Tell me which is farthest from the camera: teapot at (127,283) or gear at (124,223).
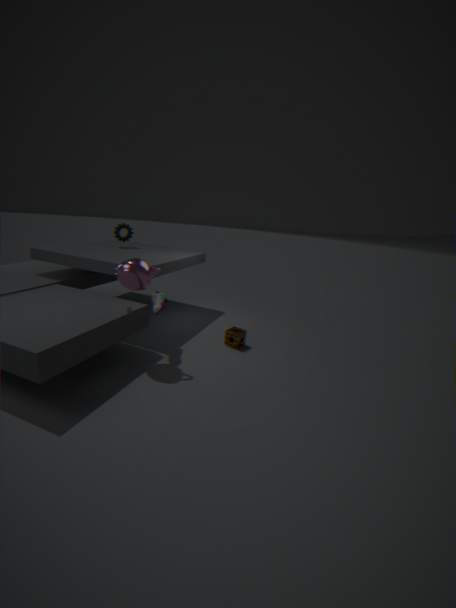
gear at (124,223)
